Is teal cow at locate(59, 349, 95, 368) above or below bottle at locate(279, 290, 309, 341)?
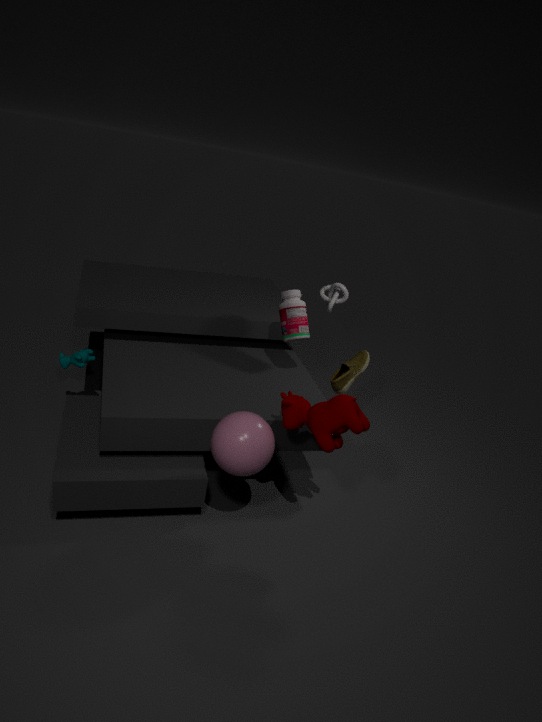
below
